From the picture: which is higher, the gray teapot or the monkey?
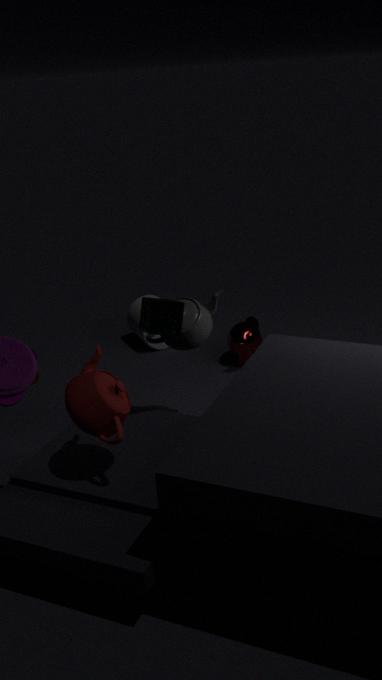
the gray teapot
